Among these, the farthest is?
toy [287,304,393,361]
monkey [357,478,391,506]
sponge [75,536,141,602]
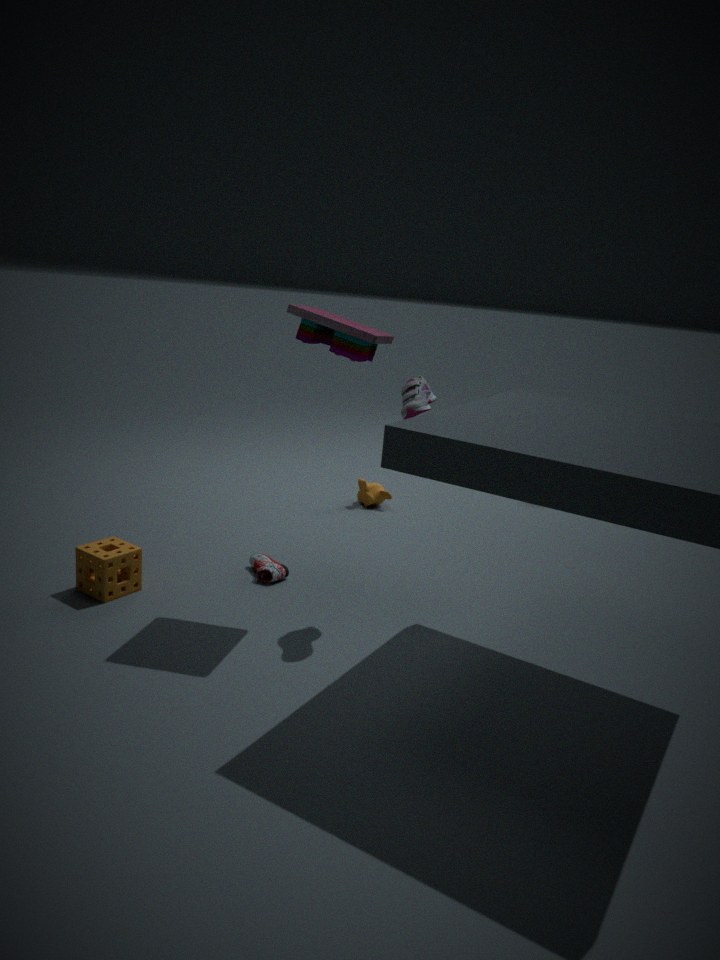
monkey [357,478,391,506]
